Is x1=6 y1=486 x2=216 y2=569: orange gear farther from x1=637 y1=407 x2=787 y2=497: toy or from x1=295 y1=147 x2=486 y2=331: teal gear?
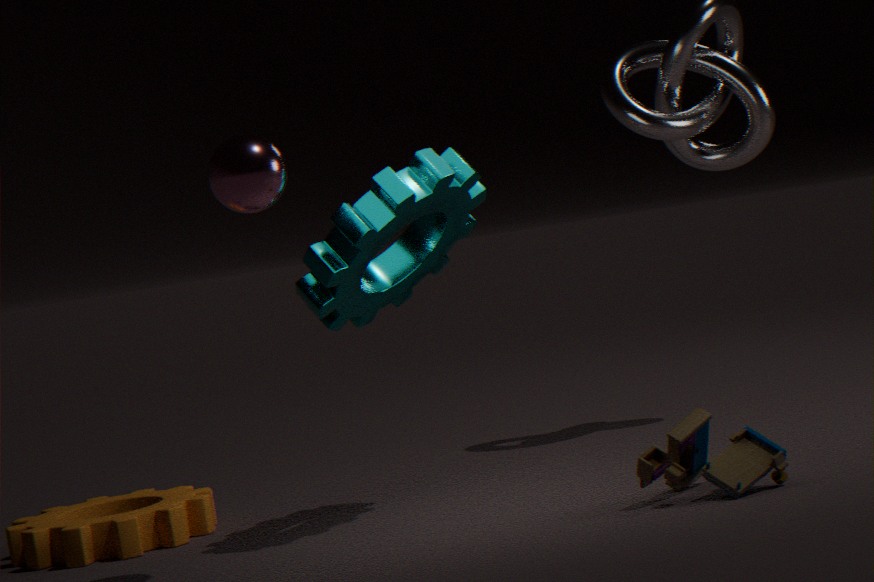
x1=637 y1=407 x2=787 y2=497: toy
